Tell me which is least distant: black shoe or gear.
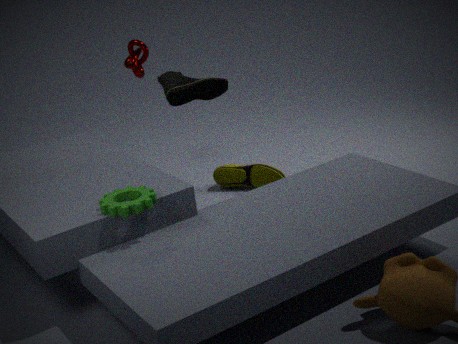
gear
